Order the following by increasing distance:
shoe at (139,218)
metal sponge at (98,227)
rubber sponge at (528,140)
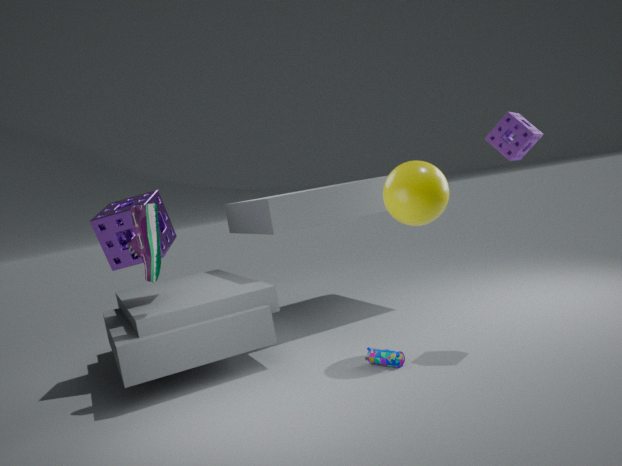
rubber sponge at (528,140), shoe at (139,218), metal sponge at (98,227)
